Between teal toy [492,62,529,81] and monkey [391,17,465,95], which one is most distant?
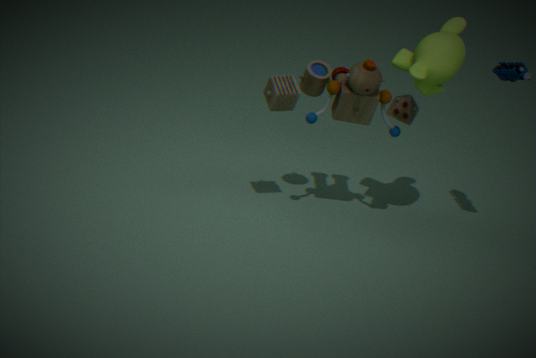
teal toy [492,62,529,81]
